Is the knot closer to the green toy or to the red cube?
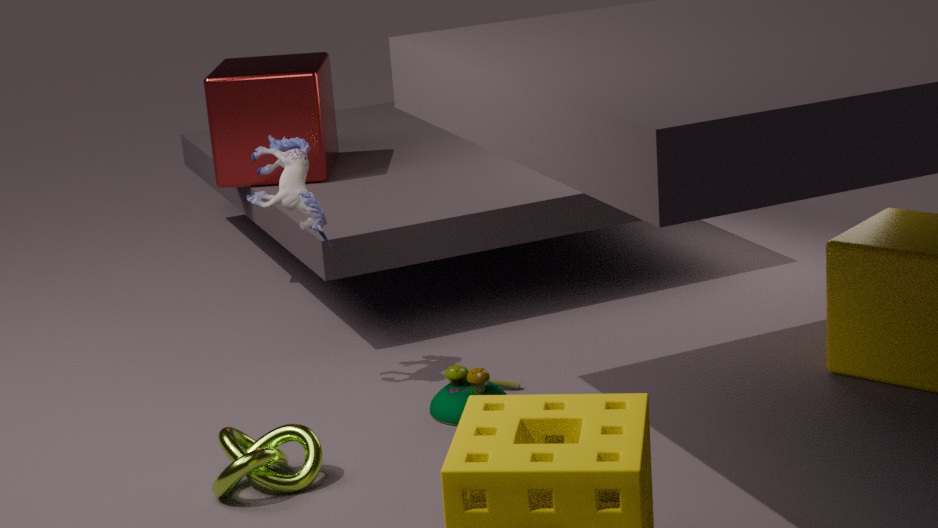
the green toy
